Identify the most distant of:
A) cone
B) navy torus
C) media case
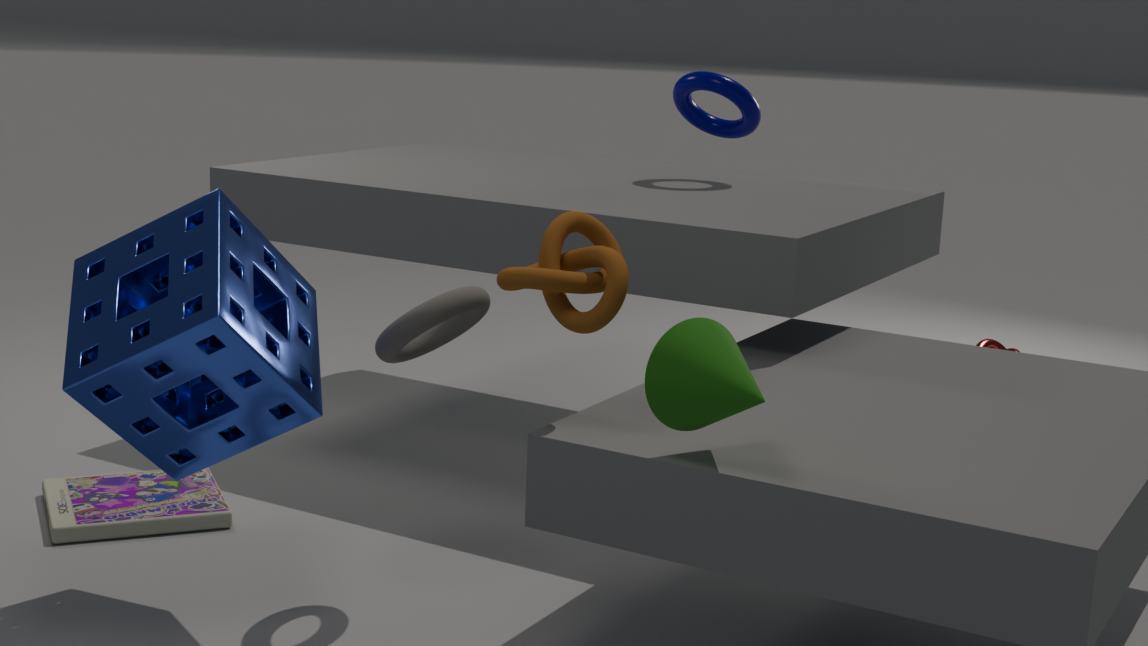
→ navy torus
